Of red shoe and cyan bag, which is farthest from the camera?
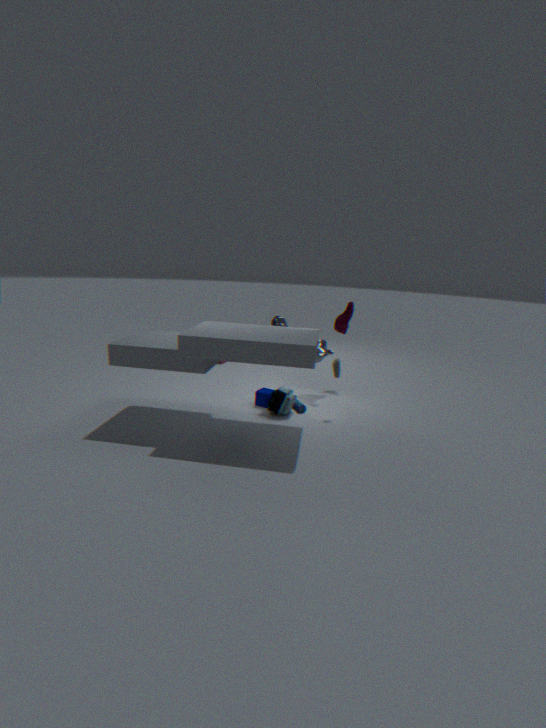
red shoe
